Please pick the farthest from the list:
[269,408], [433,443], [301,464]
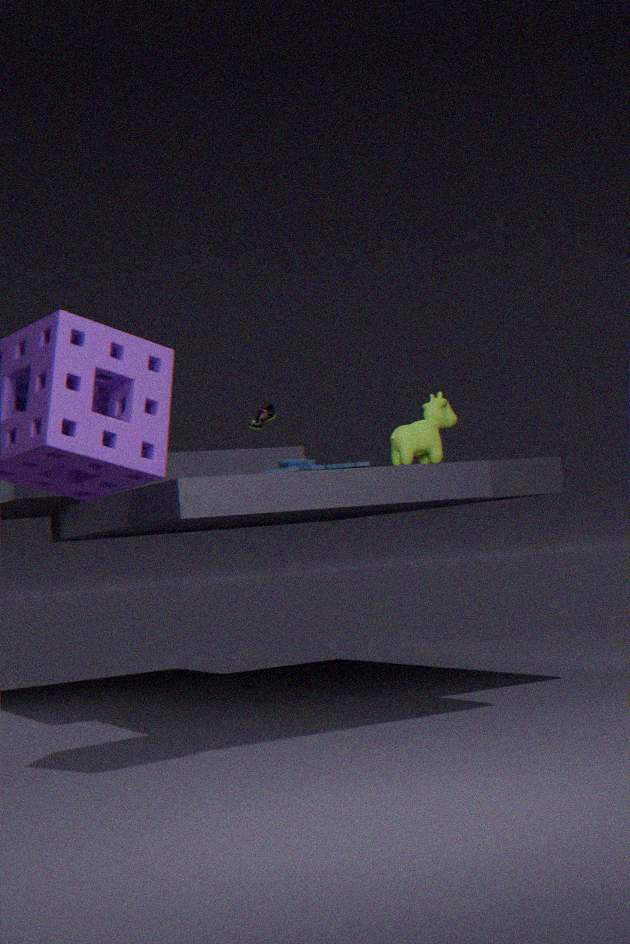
[269,408]
